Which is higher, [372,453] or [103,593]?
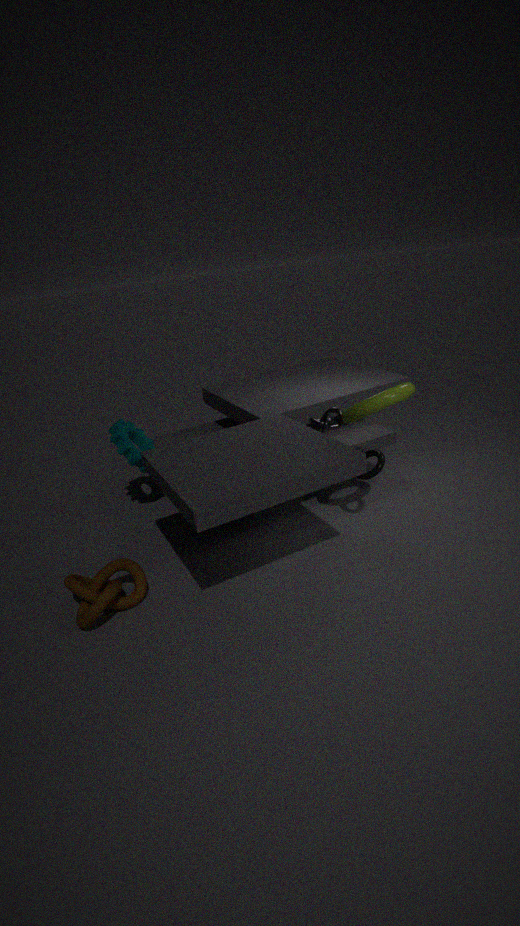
[372,453]
